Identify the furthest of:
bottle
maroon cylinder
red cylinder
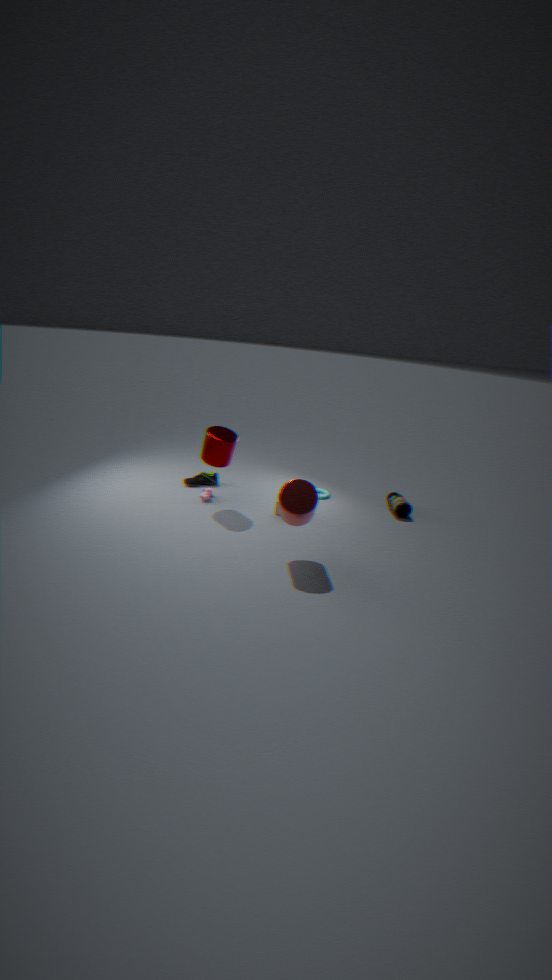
bottle
